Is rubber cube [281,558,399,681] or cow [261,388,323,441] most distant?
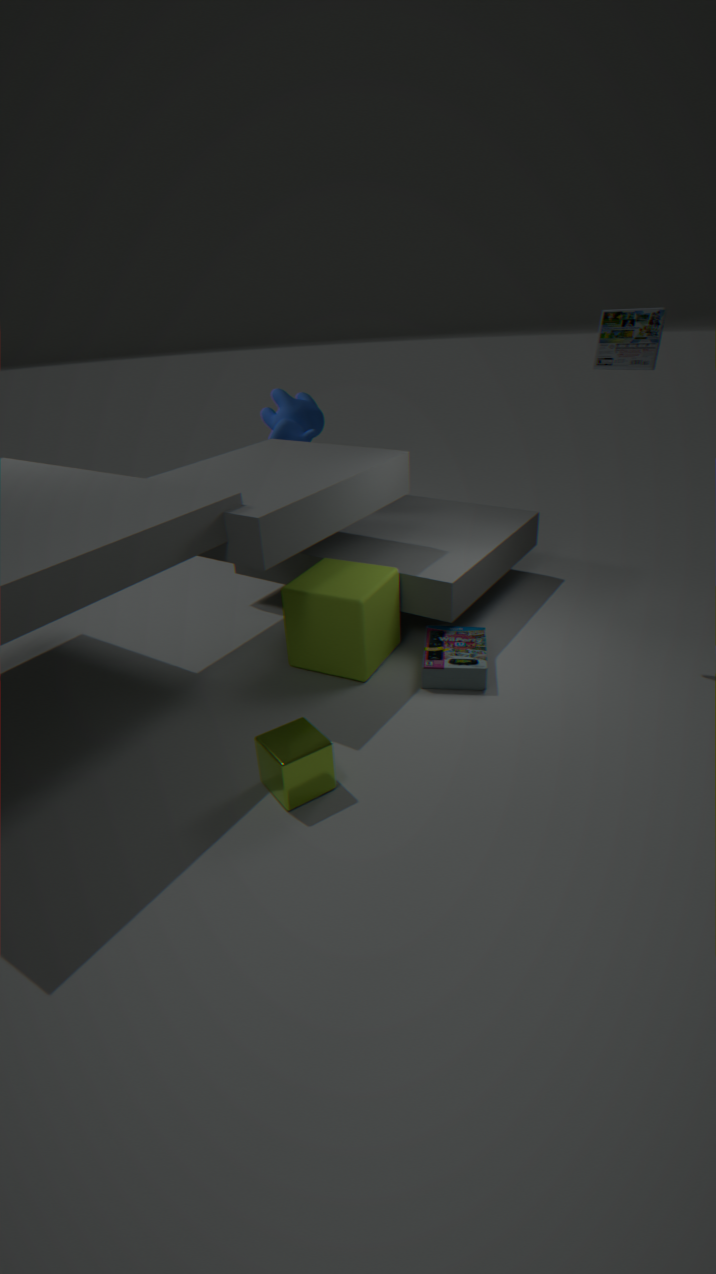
cow [261,388,323,441]
